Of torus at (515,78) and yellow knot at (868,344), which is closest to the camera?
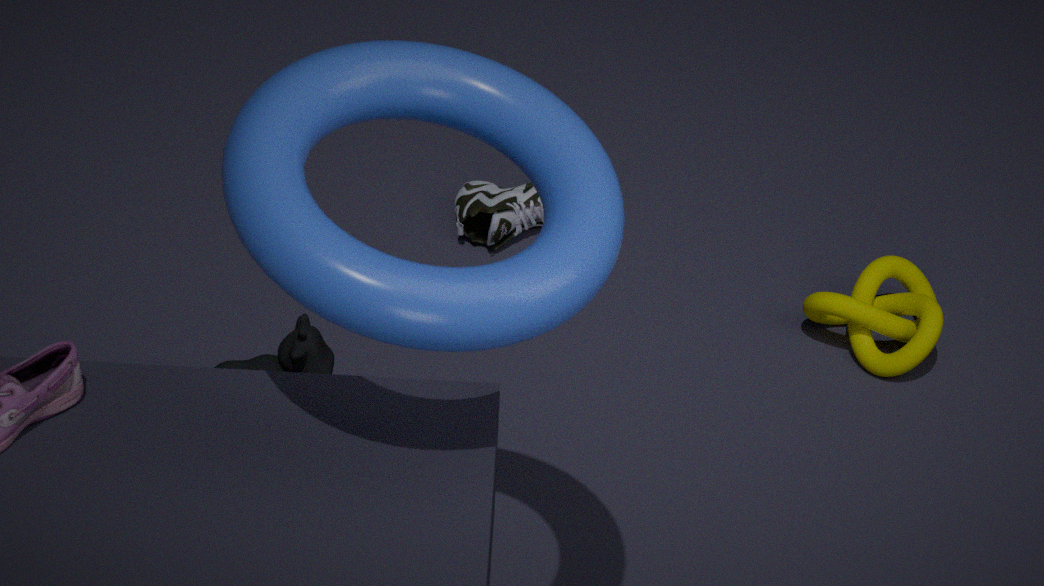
torus at (515,78)
